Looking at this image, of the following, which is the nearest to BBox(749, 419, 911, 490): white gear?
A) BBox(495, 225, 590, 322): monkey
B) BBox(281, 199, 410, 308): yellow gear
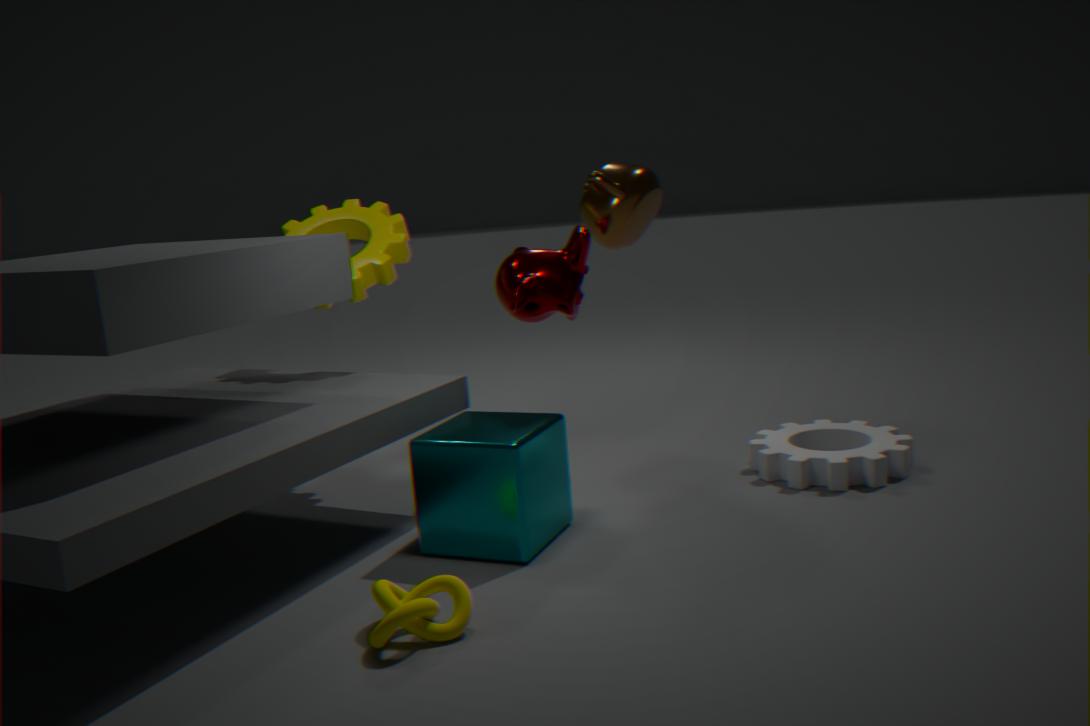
BBox(495, 225, 590, 322): monkey
